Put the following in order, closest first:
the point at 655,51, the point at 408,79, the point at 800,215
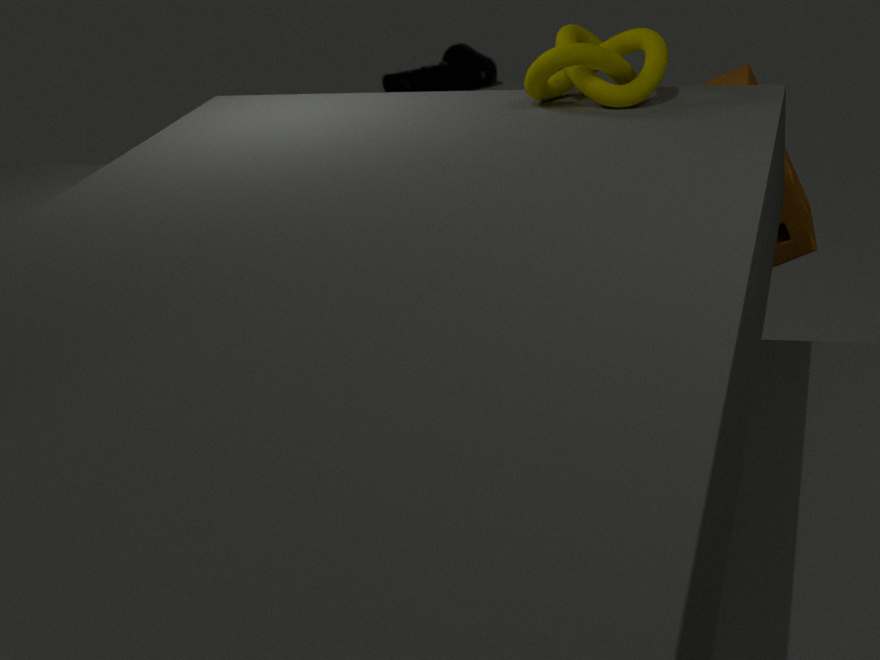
the point at 655,51, the point at 800,215, the point at 408,79
